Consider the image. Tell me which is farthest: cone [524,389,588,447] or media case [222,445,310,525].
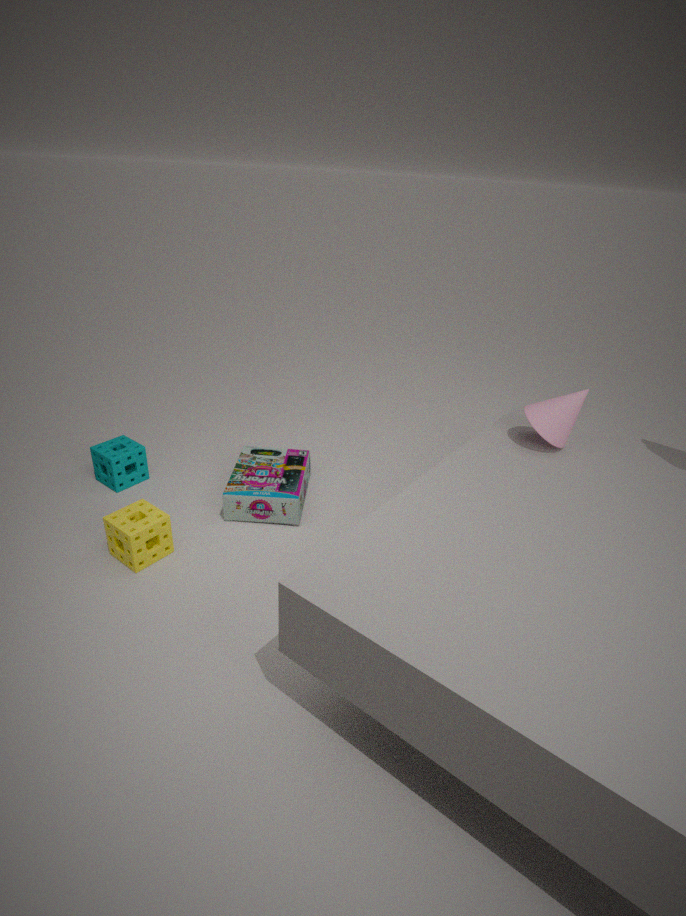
media case [222,445,310,525]
